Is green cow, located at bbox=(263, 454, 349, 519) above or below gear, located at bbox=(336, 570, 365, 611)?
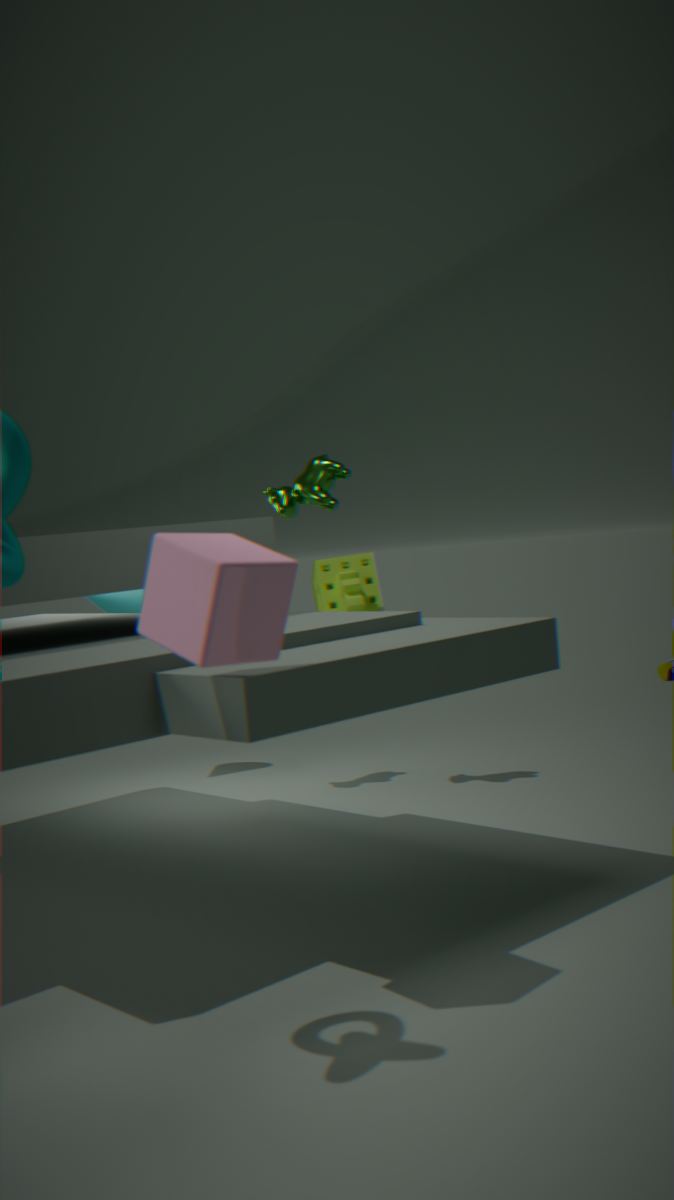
above
